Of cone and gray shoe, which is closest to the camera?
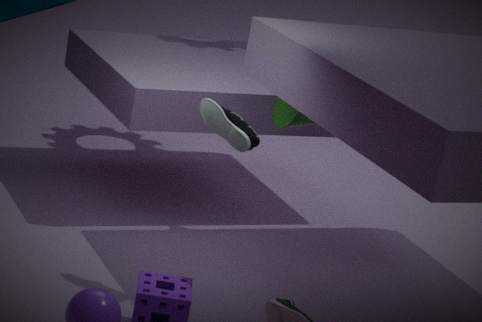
gray shoe
